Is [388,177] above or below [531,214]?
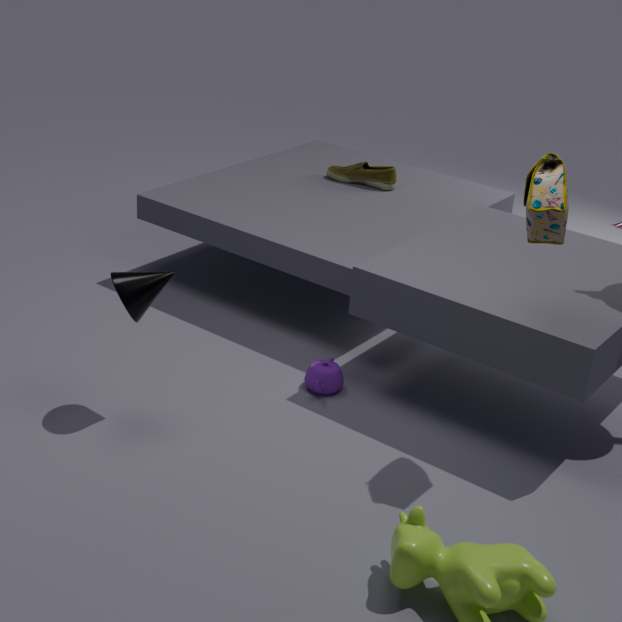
below
